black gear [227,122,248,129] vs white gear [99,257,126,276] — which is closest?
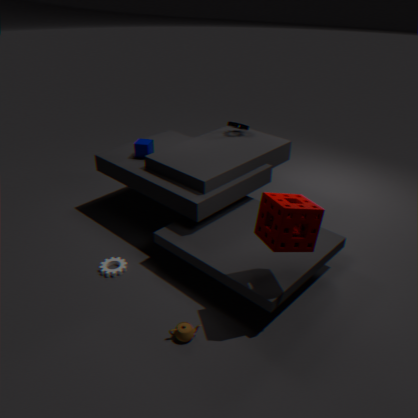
white gear [99,257,126,276]
